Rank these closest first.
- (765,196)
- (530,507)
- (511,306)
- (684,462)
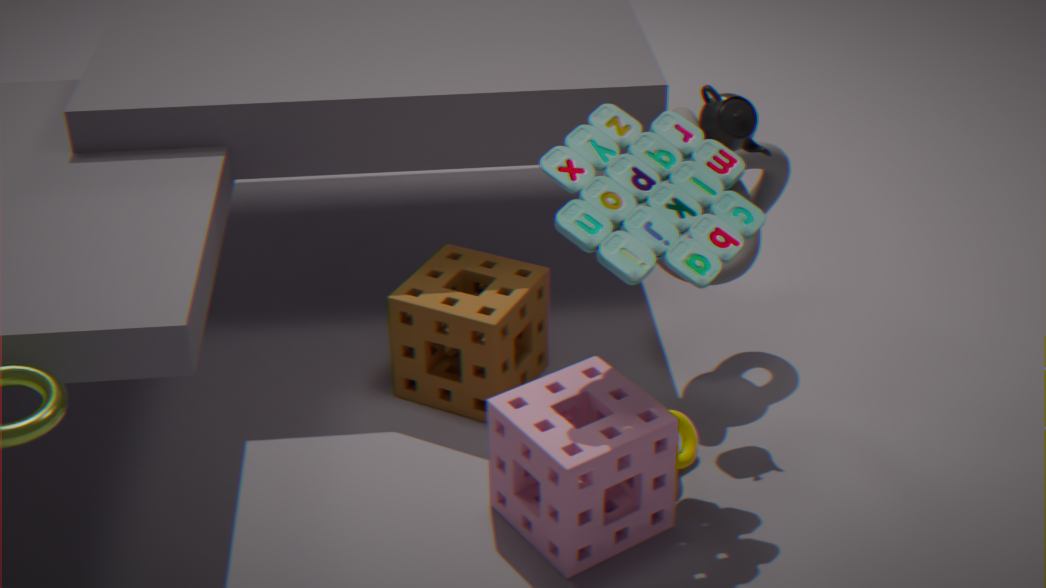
(530,507)
(684,462)
(511,306)
(765,196)
